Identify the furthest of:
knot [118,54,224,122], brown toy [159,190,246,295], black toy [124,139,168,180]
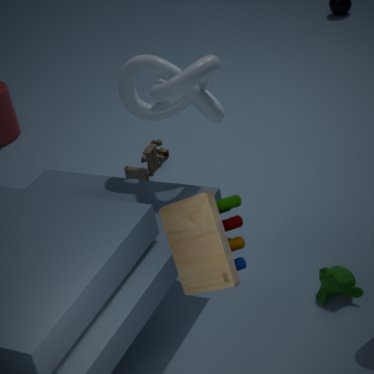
black toy [124,139,168,180]
